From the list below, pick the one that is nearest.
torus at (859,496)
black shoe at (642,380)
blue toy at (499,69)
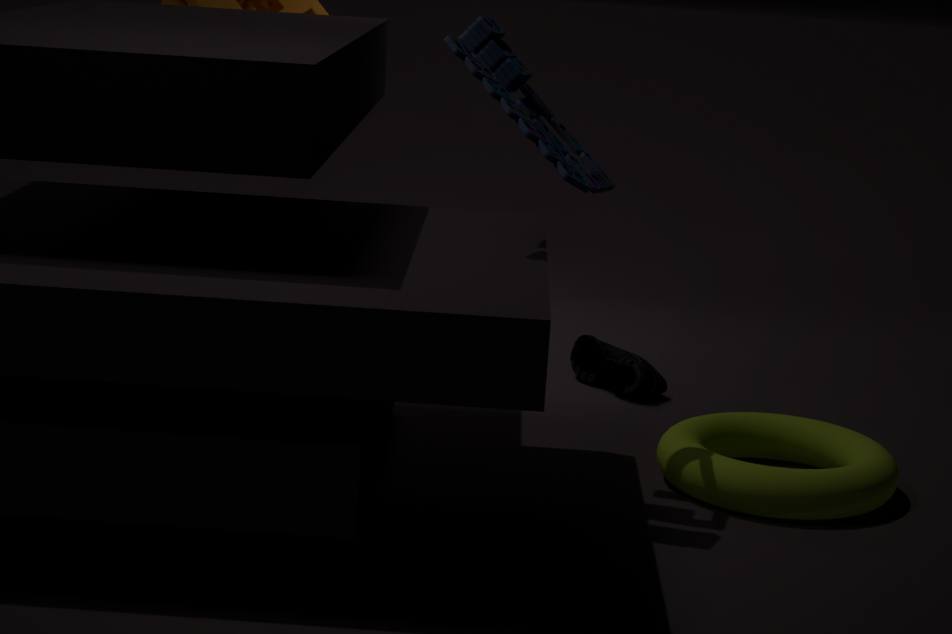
blue toy at (499,69)
